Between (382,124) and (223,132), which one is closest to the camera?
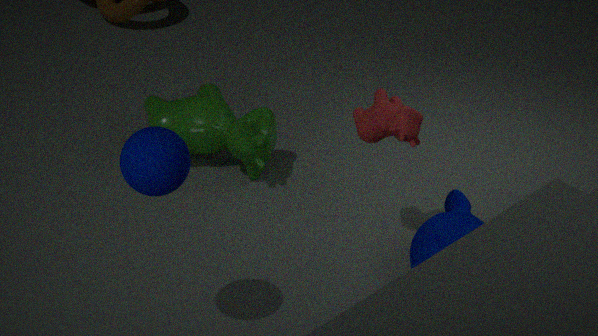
(382,124)
